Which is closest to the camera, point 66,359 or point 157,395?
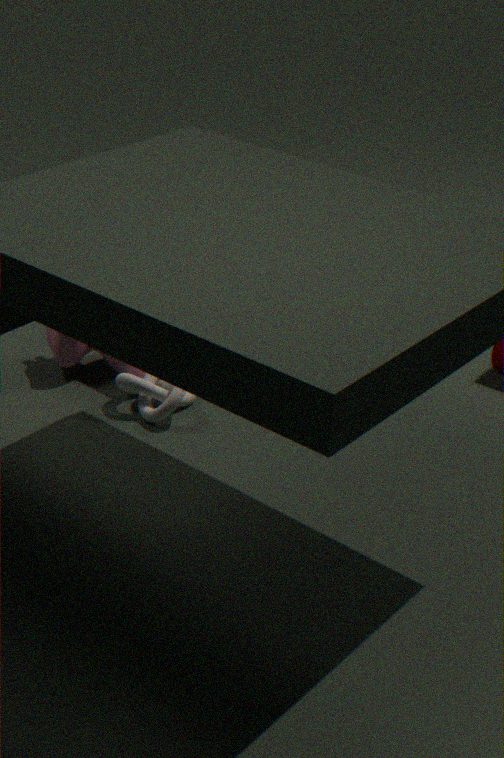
point 157,395
